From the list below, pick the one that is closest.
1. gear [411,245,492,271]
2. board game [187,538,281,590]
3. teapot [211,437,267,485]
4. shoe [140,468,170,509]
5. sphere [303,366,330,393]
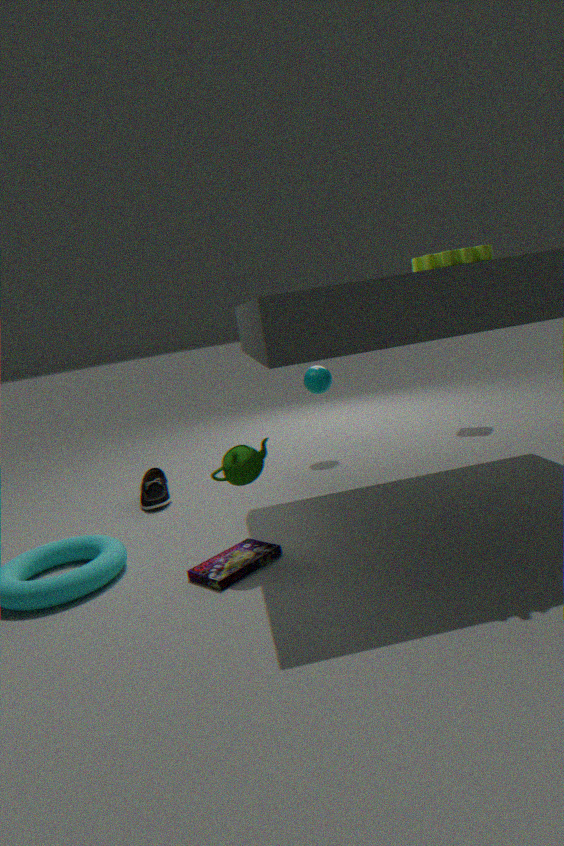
gear [411,245,492,271]
